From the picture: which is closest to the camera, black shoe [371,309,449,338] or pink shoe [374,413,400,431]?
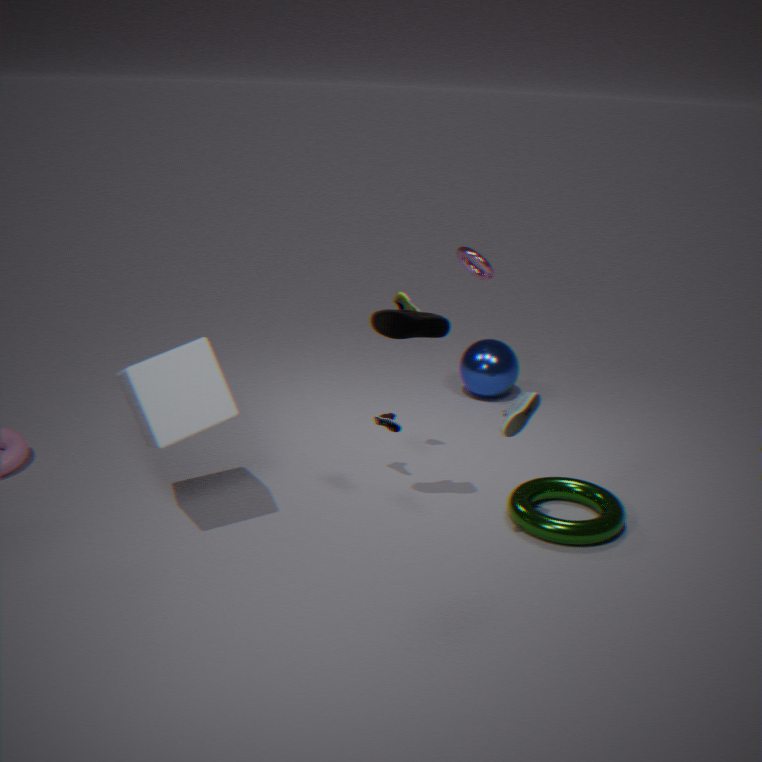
black shoe [371,309,449,338]
